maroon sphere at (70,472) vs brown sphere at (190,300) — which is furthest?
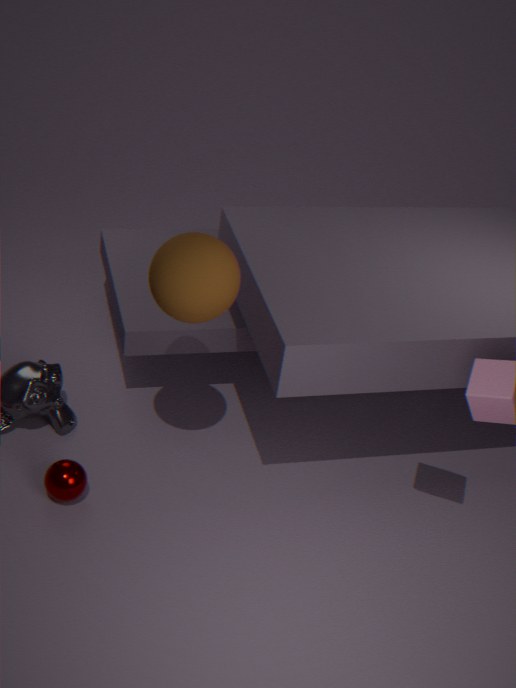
maroon sphere at (70,472)
